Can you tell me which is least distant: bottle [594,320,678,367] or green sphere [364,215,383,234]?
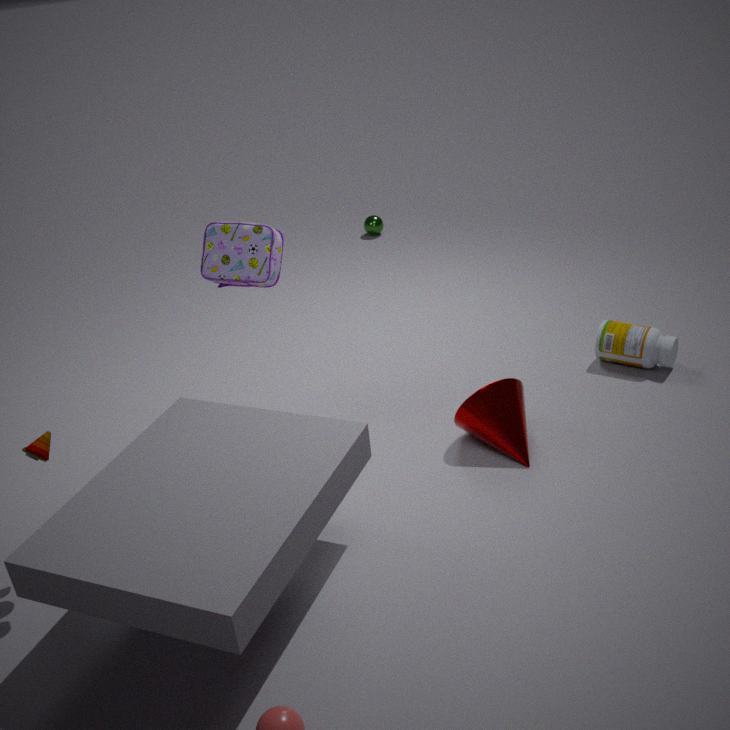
bottle [594,320,678,367]
